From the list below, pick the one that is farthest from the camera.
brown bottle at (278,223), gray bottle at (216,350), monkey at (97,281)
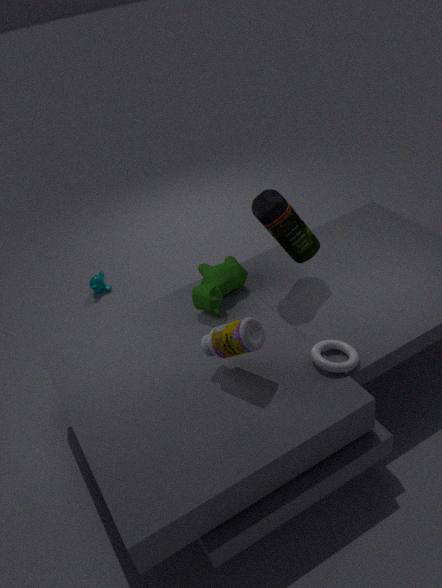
monkey at (97,281)
